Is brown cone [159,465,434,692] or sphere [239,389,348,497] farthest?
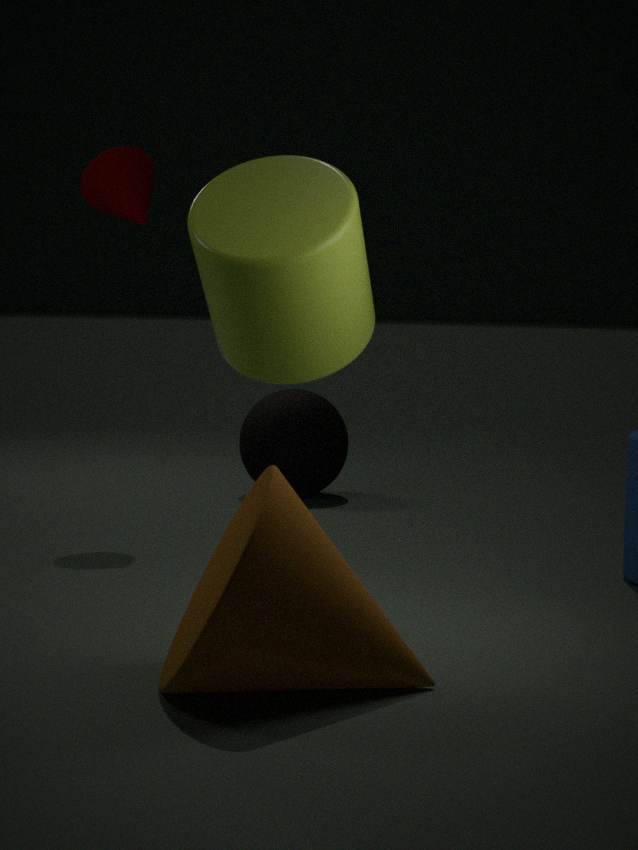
sphere [239,389,348,497]
